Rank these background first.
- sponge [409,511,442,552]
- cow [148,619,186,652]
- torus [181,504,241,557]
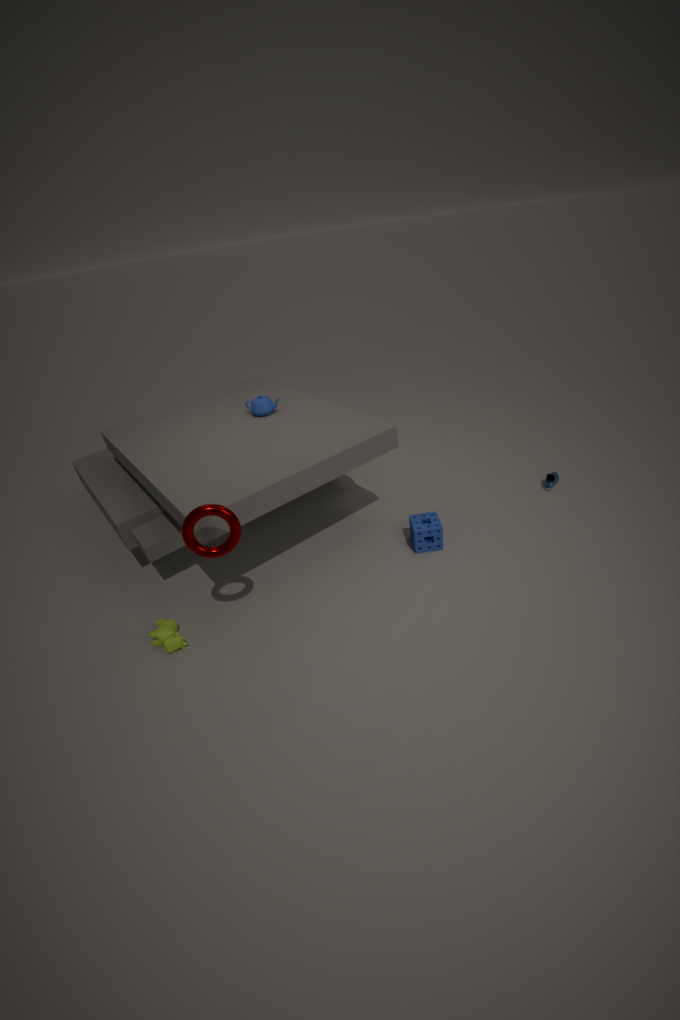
sponge [409,511,442,552]
cow [148,619,186,652]
torus [181,504,241,557]
